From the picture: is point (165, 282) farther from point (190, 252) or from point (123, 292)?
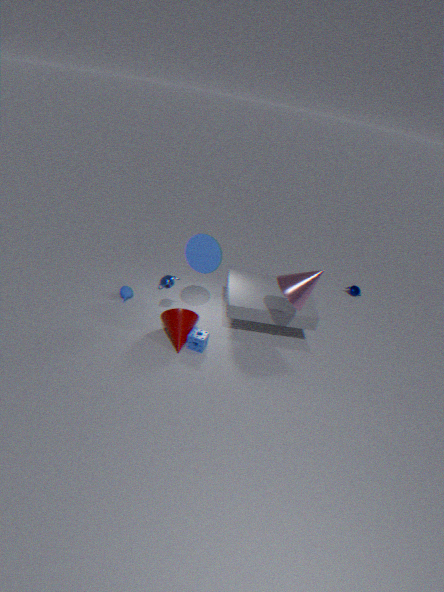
point (123, 292)
